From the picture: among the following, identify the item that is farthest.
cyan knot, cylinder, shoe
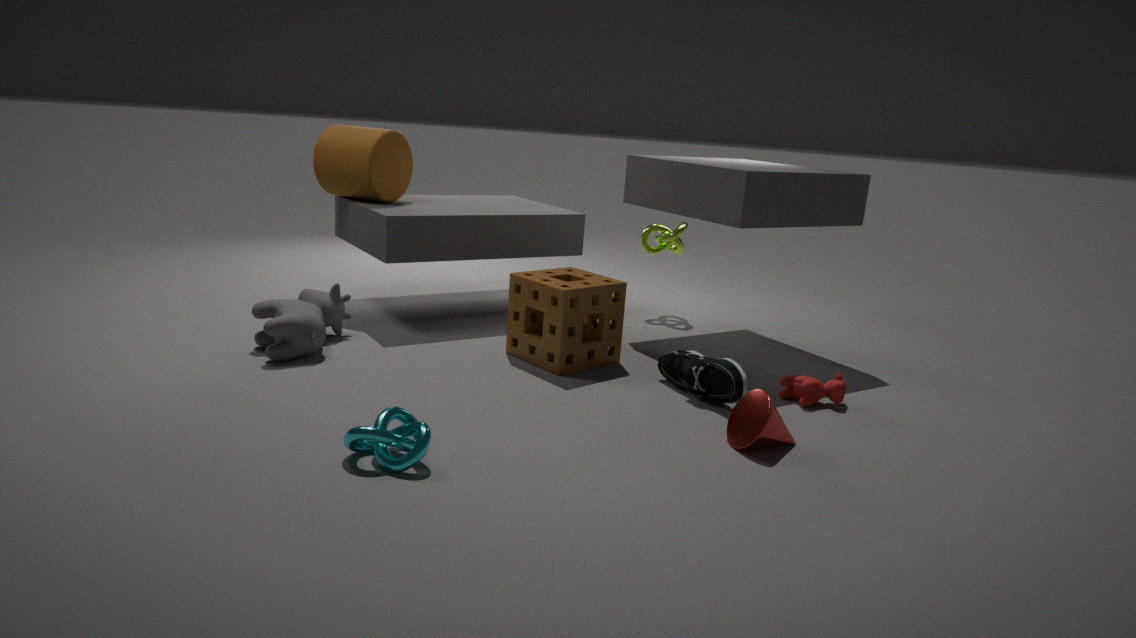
cylinder
